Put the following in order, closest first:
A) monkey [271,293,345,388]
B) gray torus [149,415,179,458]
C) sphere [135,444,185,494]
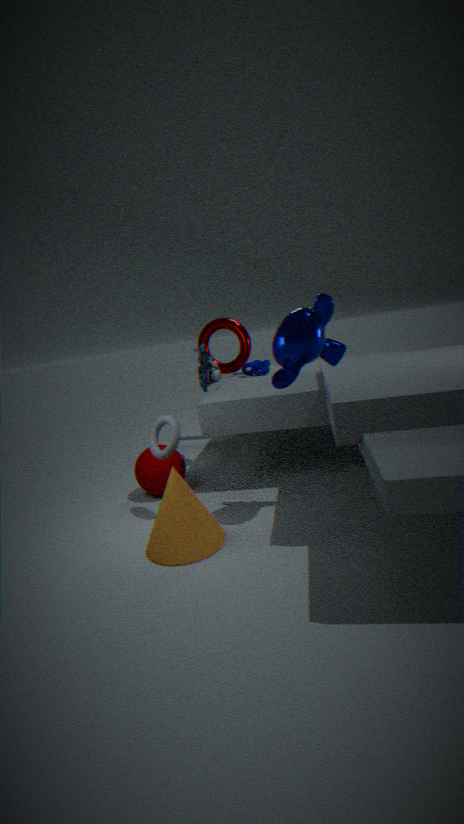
monkey [271,293,345,388] → gray torus [149,415,179,458] → sphere [135,444,185,494]
